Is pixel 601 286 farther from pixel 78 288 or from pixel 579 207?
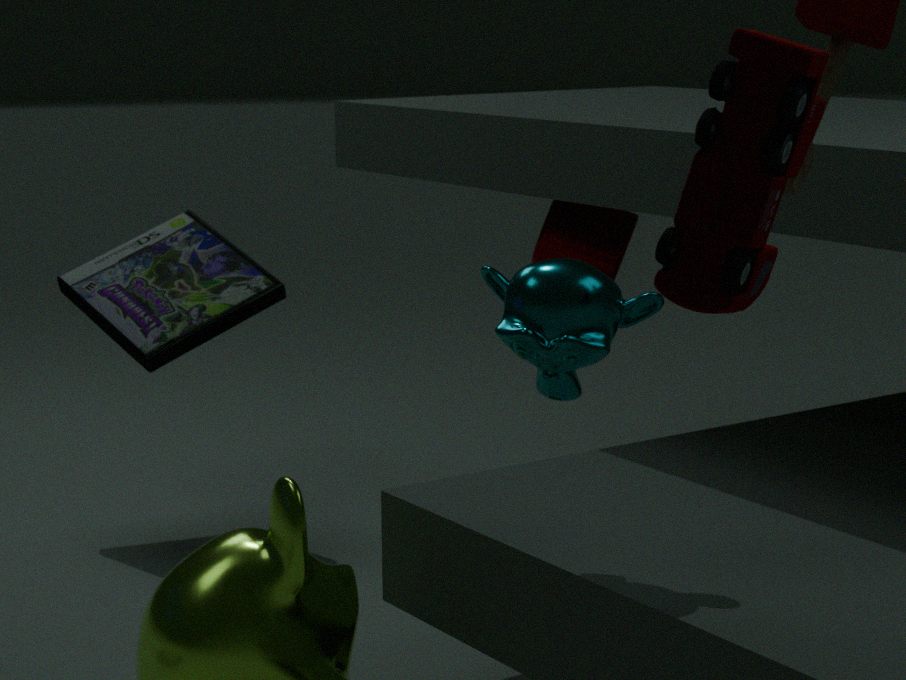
pixel 78 288
